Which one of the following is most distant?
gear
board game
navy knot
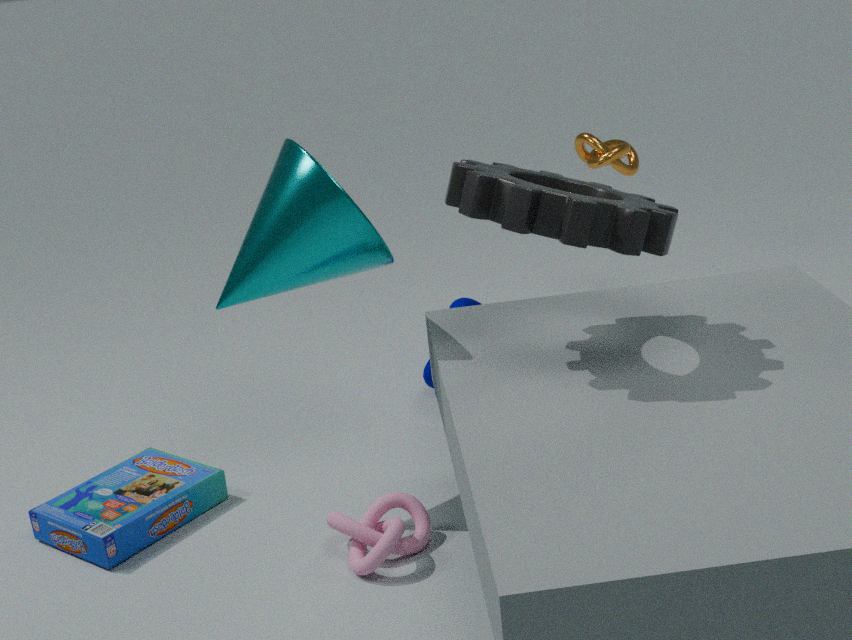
navy knot
